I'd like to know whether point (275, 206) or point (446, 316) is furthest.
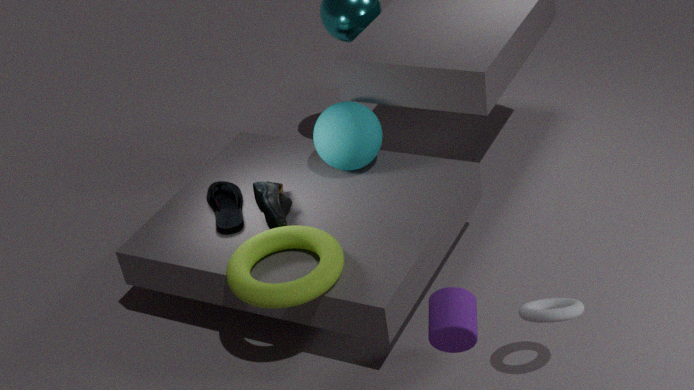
point (275, 206)
